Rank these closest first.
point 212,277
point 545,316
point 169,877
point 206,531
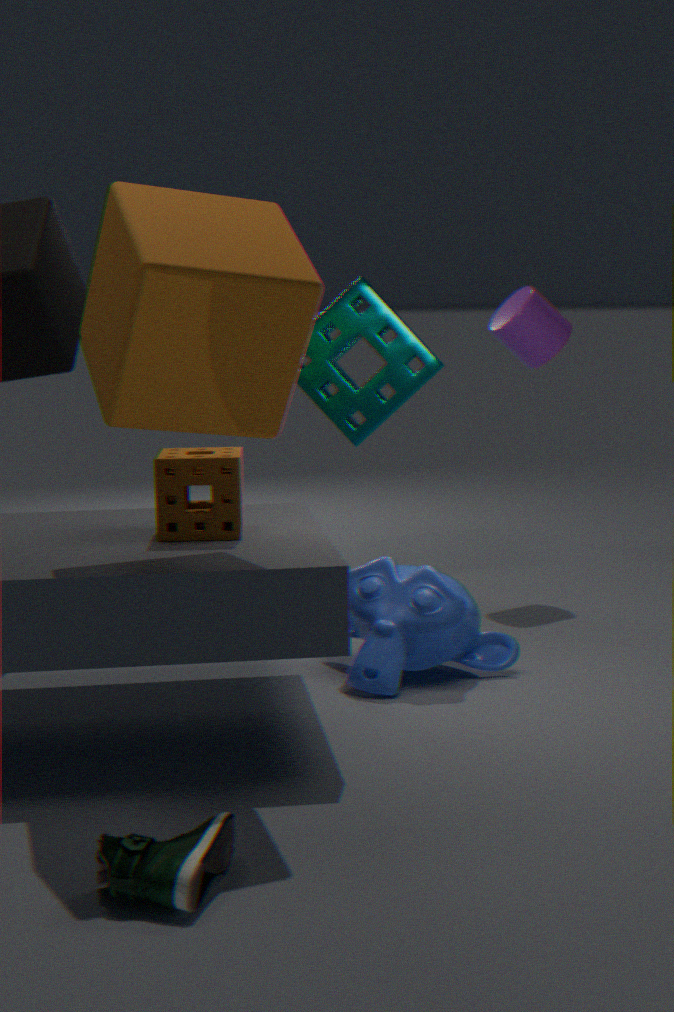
point 169,877, point 212,277, point 206,531, point 545,316
